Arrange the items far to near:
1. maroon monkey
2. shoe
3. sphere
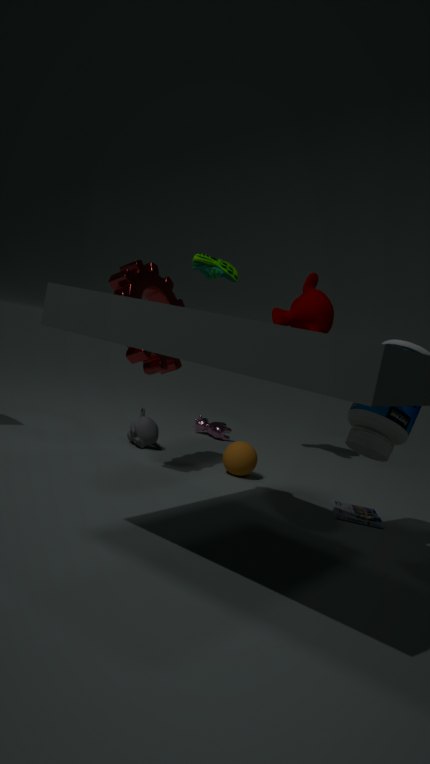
1. maroon monkey
2. sphere
3. shoe
